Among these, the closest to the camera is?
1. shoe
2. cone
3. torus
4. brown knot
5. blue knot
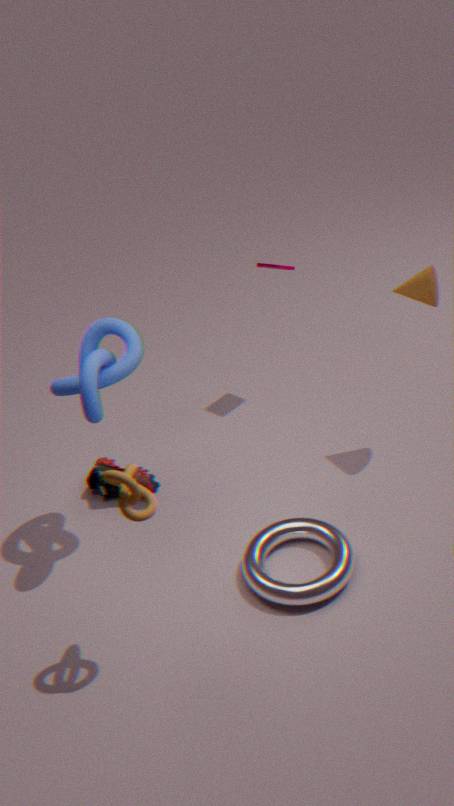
brown knot
